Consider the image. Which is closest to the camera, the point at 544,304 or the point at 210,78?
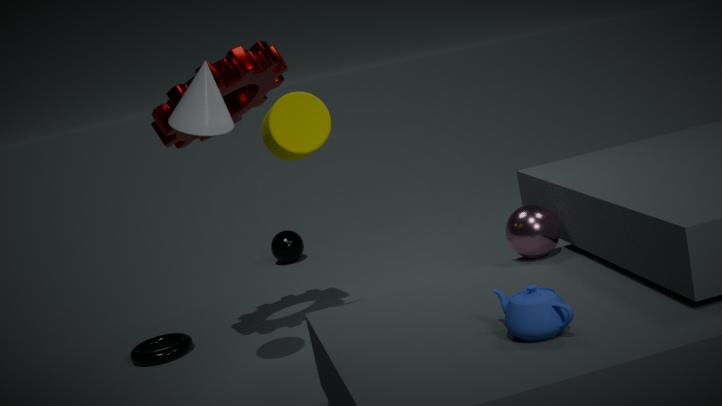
the point at 544,304
